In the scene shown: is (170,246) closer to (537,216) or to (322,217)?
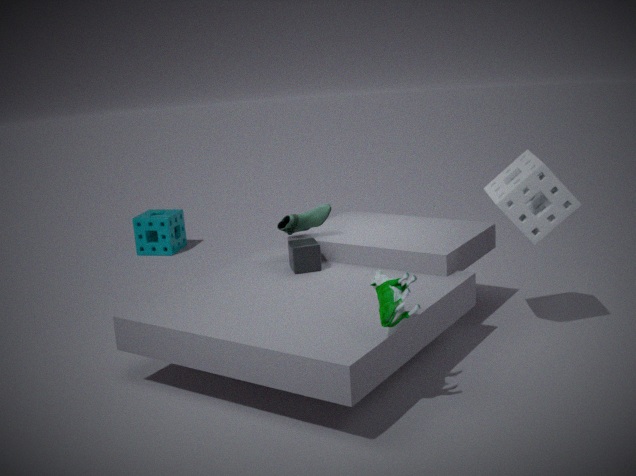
(322,217)
